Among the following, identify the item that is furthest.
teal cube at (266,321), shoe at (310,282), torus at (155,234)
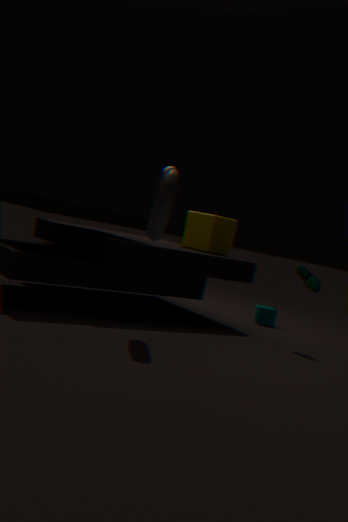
teal cube at (266,321)
